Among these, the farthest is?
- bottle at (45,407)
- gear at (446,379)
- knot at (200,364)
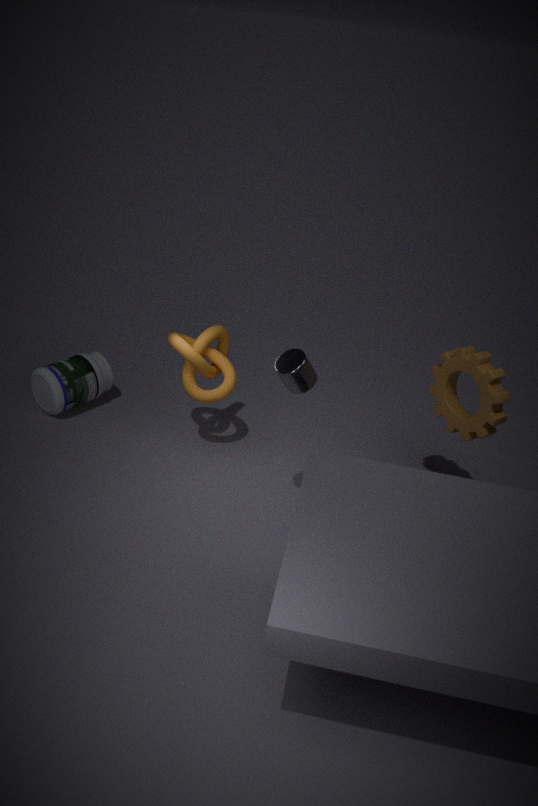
bottle at (45,407)
